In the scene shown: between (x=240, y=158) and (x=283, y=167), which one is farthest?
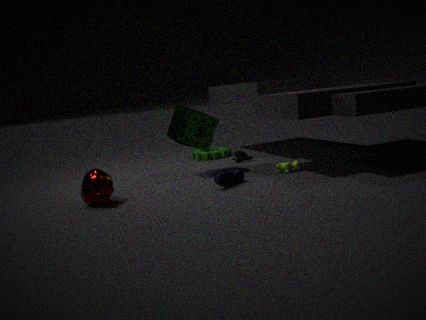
(x=240, y=158)
